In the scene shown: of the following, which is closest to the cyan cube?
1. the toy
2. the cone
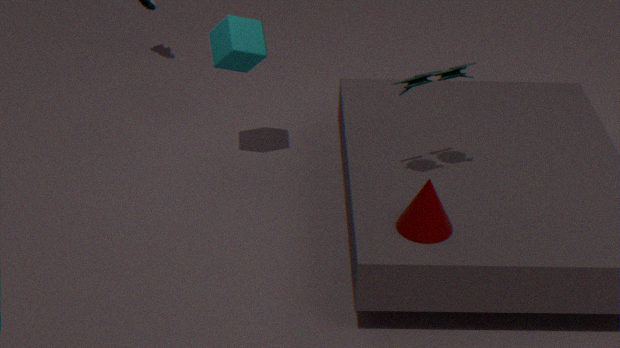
the toy
